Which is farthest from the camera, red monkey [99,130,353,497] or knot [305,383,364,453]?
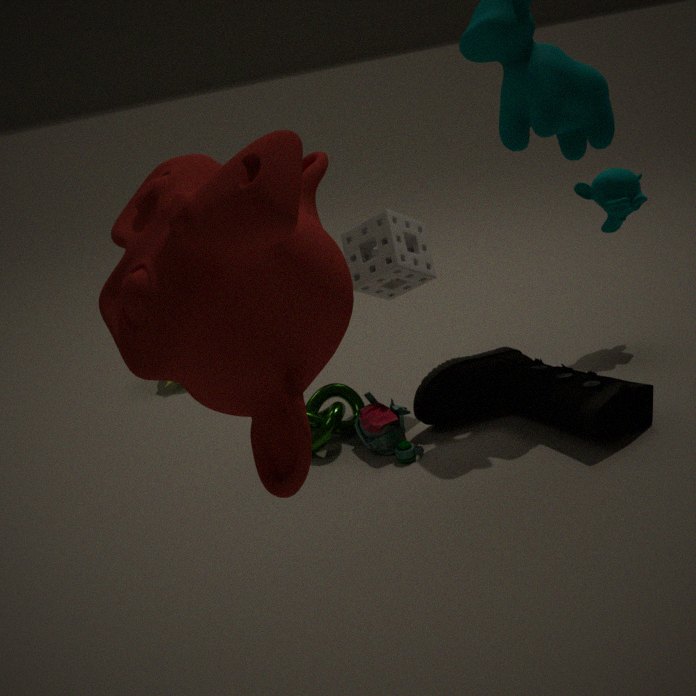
knot [305,383,364,453]
